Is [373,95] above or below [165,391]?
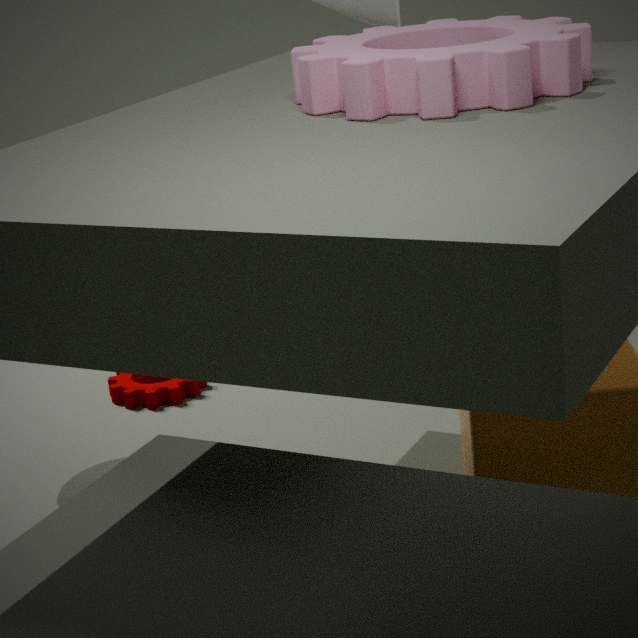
above
